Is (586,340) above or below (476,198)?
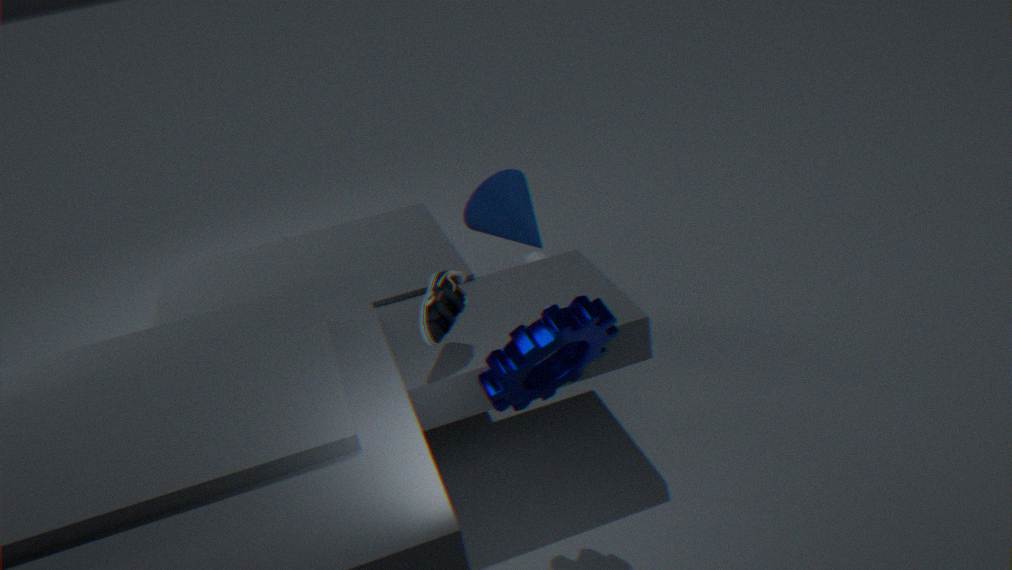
above
